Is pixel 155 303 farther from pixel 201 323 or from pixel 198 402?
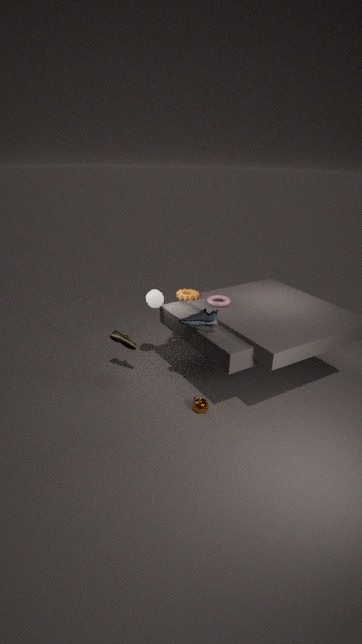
pixel 198 402
